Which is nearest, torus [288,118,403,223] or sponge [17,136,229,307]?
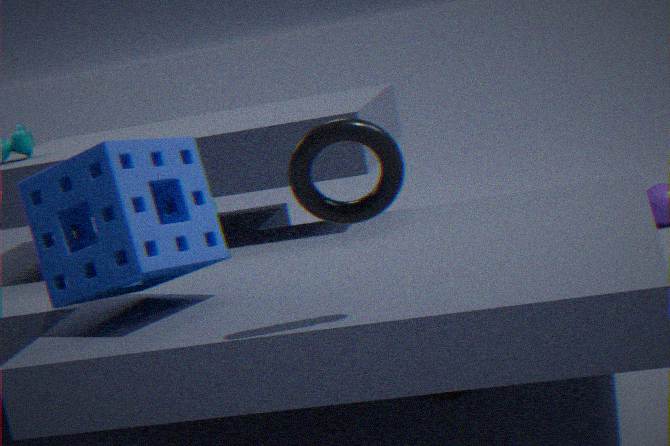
torus [288,118,403,223]
